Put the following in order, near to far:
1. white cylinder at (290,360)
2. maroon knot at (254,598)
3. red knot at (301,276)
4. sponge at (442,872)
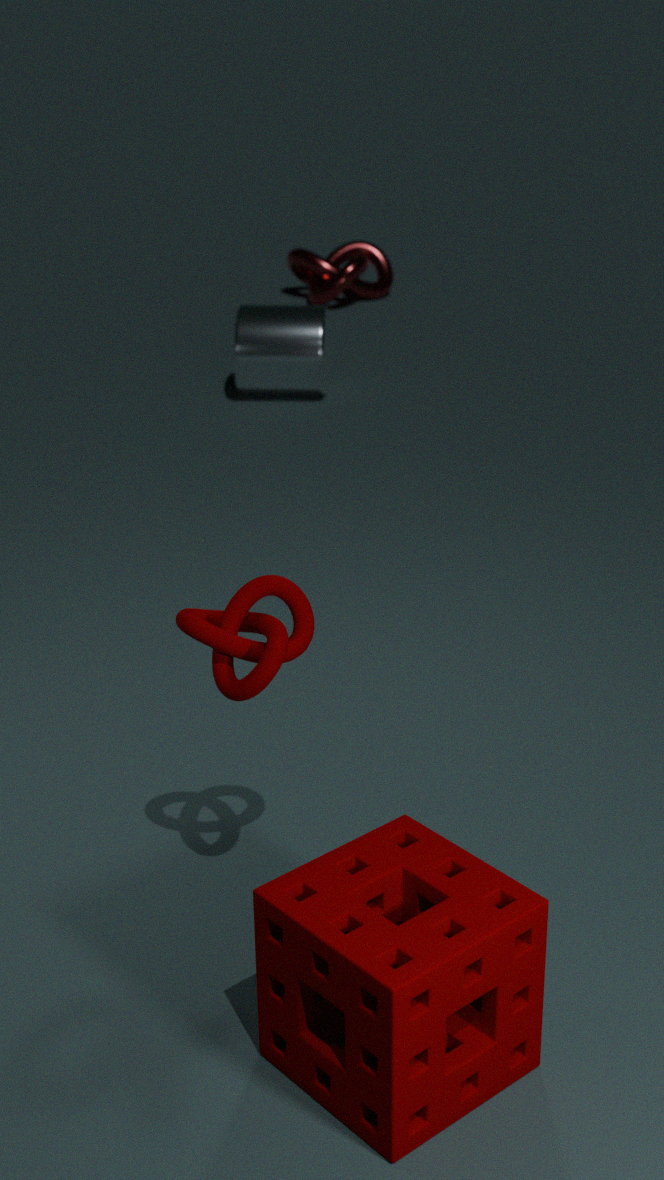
sponge at (442,872)
maroon knot at (254,598)
white cylinder at (290,360)
red knot at (301,276)
